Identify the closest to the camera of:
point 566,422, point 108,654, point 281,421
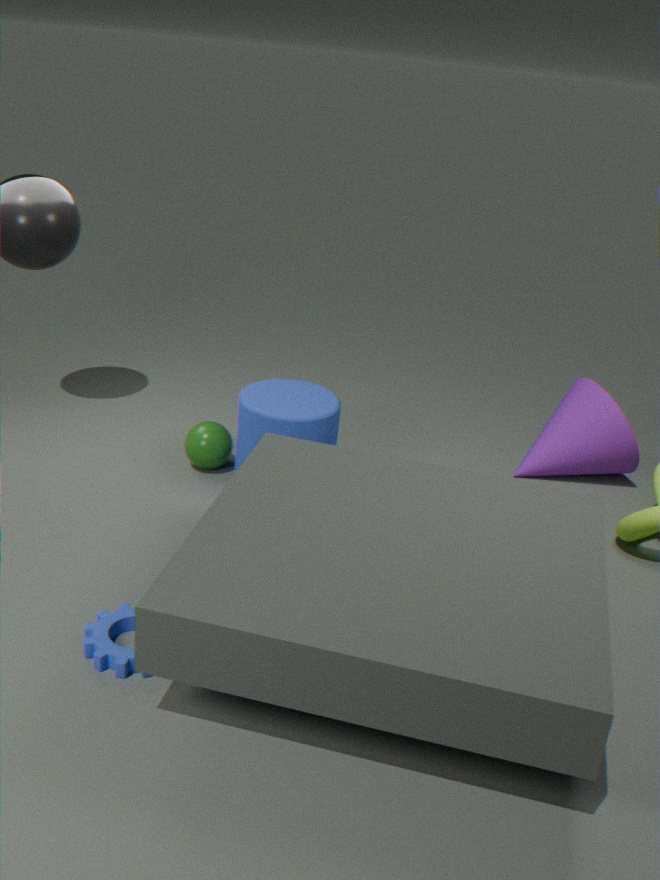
point 108,654
